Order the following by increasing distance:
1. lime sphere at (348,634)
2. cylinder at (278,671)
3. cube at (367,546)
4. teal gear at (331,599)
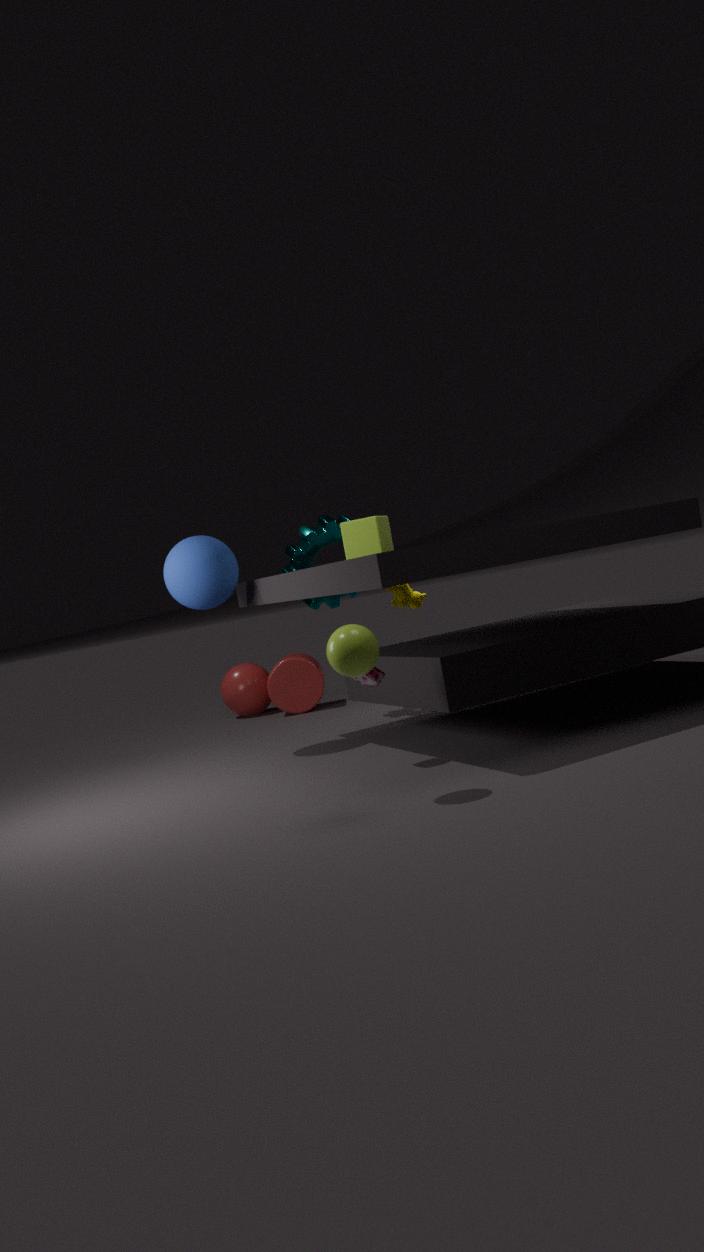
lime sphere at (348,634) → cube at (367,546) → teal gear at (331,599) → cylinder at (278,671)
